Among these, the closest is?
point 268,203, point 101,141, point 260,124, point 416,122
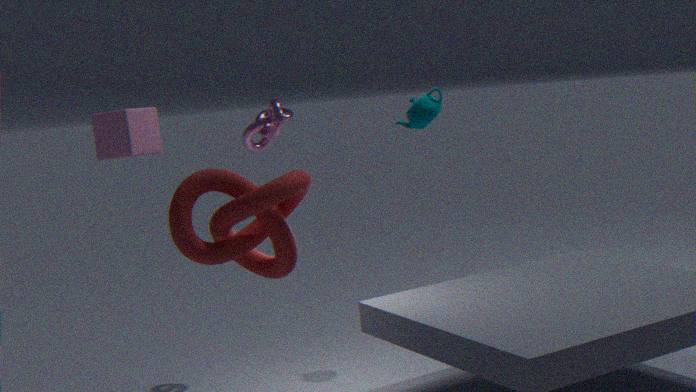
point 268,203
